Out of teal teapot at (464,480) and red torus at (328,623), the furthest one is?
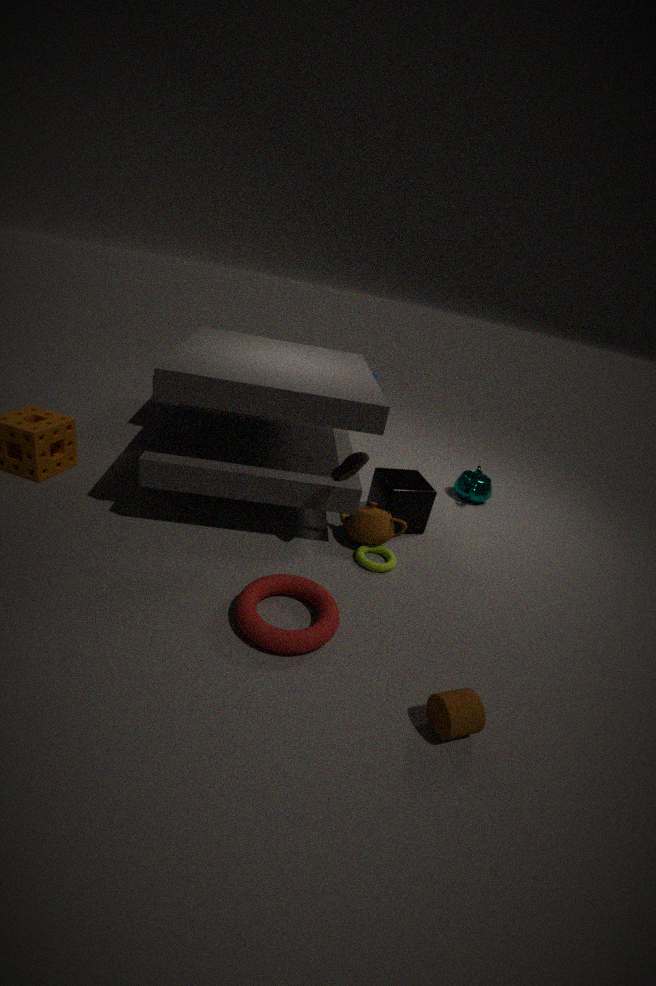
teal teapot at (464,480)
